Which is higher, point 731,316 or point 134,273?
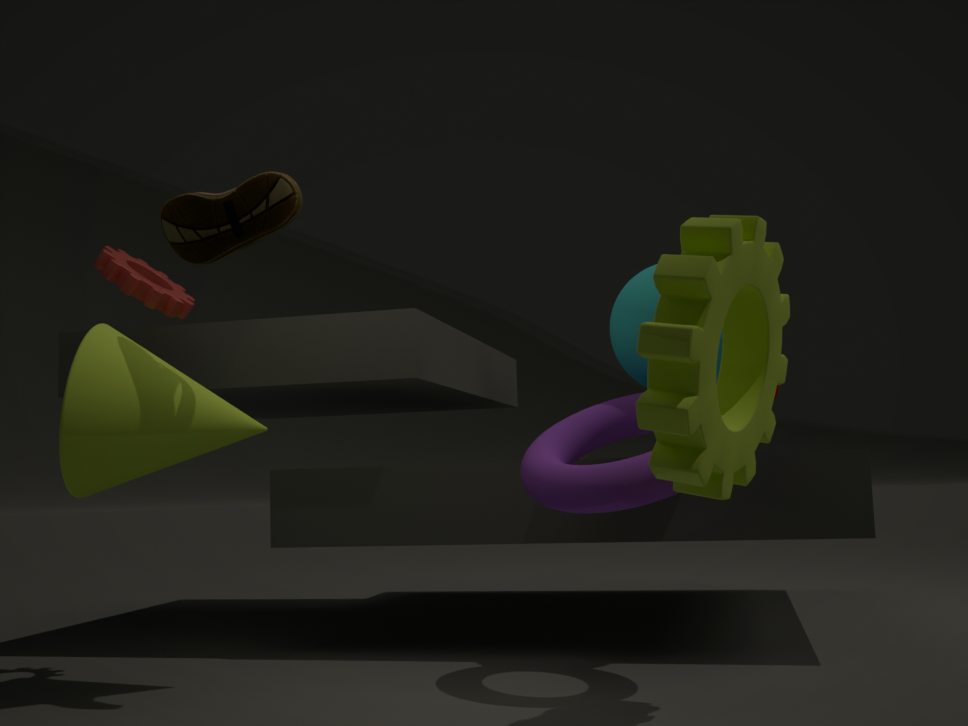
point 134,273
